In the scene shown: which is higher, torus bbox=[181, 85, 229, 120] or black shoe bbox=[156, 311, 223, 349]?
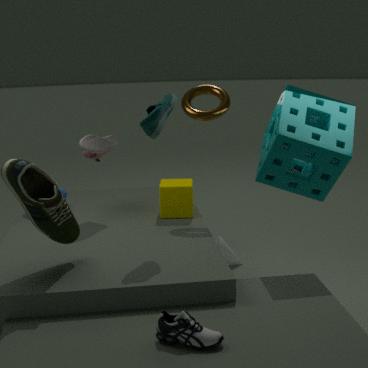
torus bbox=[181, 85, 229, 120]
